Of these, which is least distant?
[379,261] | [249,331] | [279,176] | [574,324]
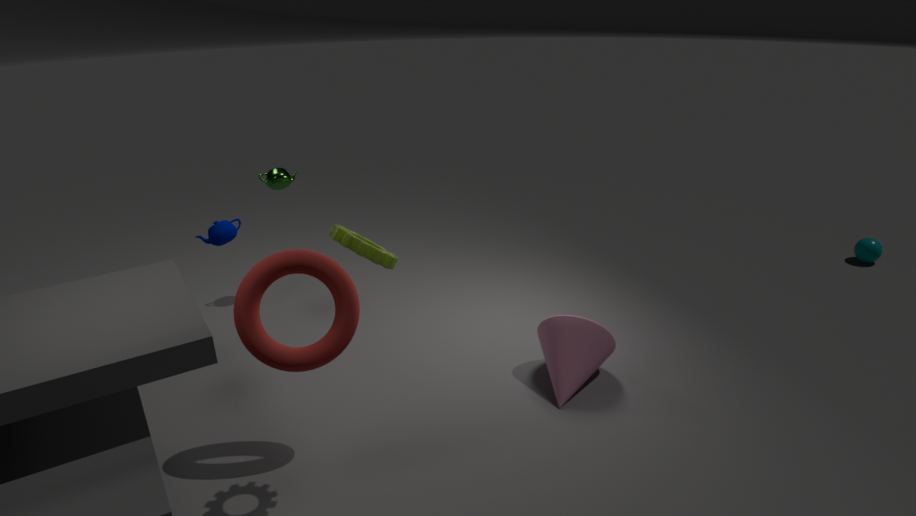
[379,261]
